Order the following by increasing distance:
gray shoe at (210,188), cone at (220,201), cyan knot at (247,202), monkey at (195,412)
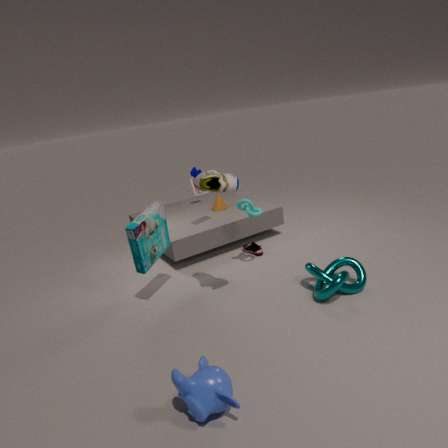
1. monkey at (195,412)
2. gray shoe at (210,188)
3. cyan knot at (247,202)
4. cone at (220,201)
